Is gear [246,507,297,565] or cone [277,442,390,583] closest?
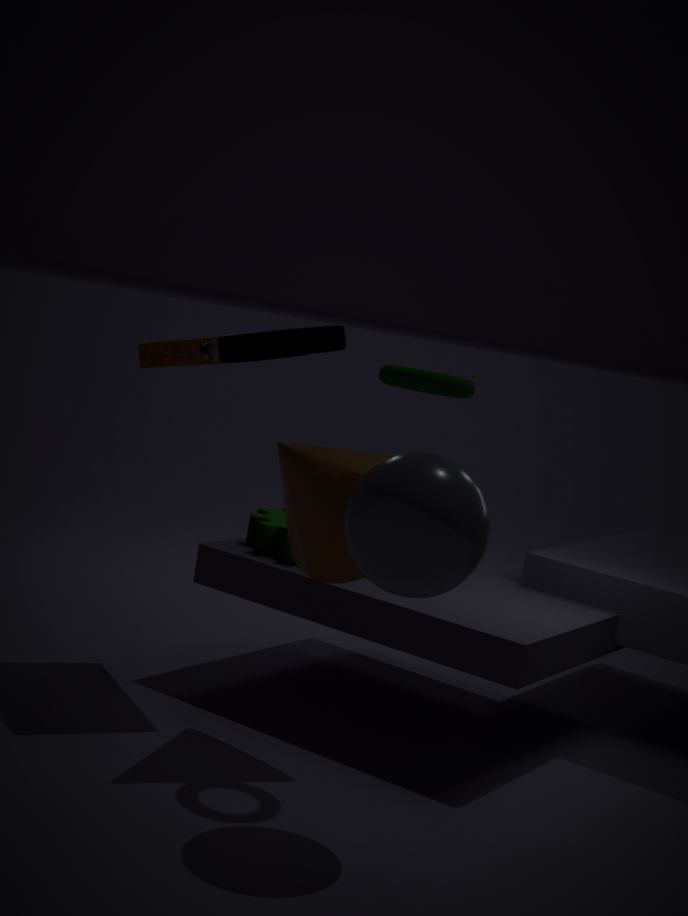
cone [277,442,390,583]
